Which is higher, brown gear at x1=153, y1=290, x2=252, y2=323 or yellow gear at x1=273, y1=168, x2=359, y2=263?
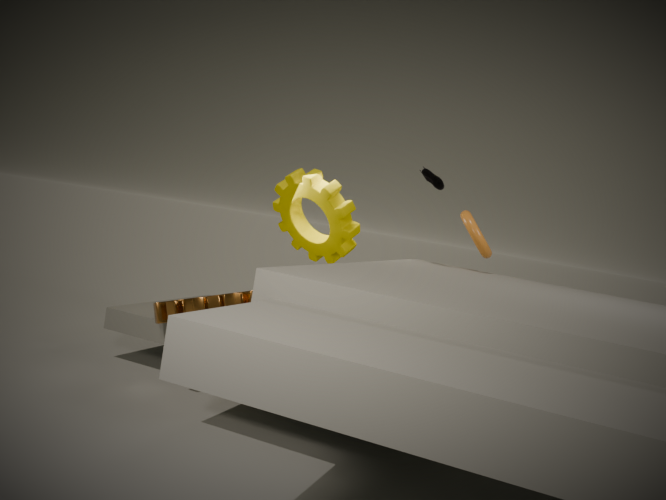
yellow gear at x1=273, y1=168, x2=359, y2=263
